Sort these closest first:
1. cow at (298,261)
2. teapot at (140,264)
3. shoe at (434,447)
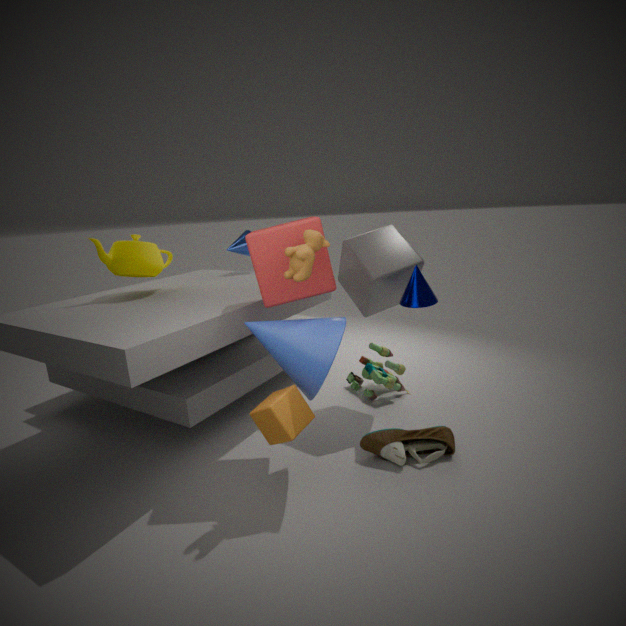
cow at (298,261), shoe at (434,447), teapot at (140,264)
